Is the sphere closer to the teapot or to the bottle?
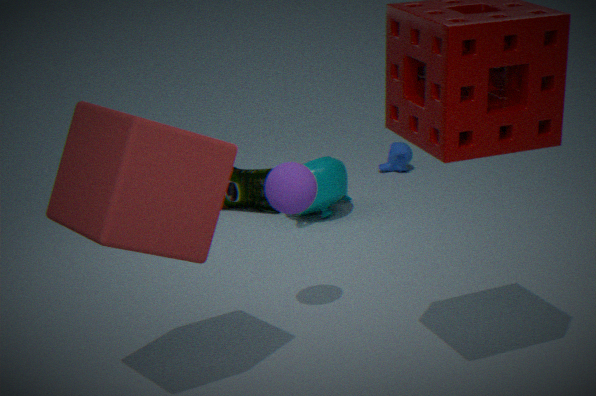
the teapot
